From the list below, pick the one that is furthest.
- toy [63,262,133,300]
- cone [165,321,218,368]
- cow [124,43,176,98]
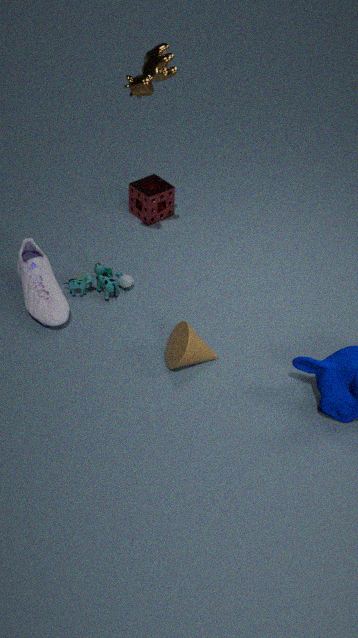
toy [63,262,133,300]
